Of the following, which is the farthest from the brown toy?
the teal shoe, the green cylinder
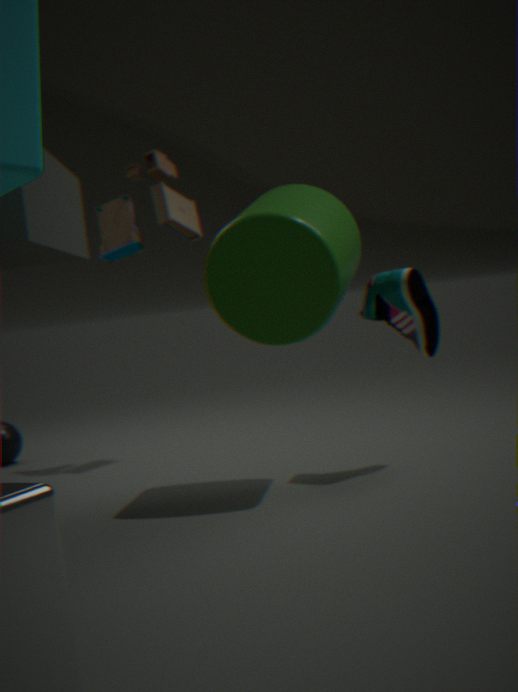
the teal shoe
